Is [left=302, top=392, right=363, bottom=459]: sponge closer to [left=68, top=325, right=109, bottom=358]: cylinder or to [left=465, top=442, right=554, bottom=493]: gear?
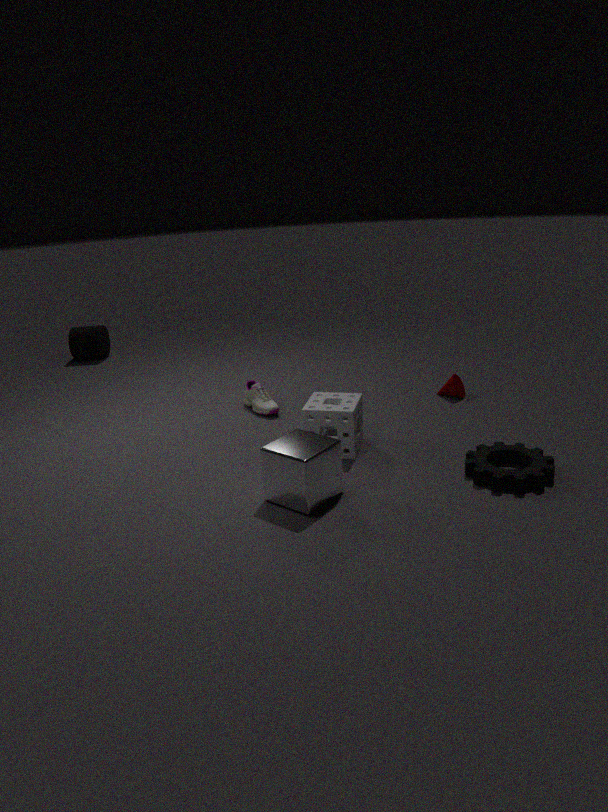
[left=465, top=442, right=554, bottom=493]: gear
